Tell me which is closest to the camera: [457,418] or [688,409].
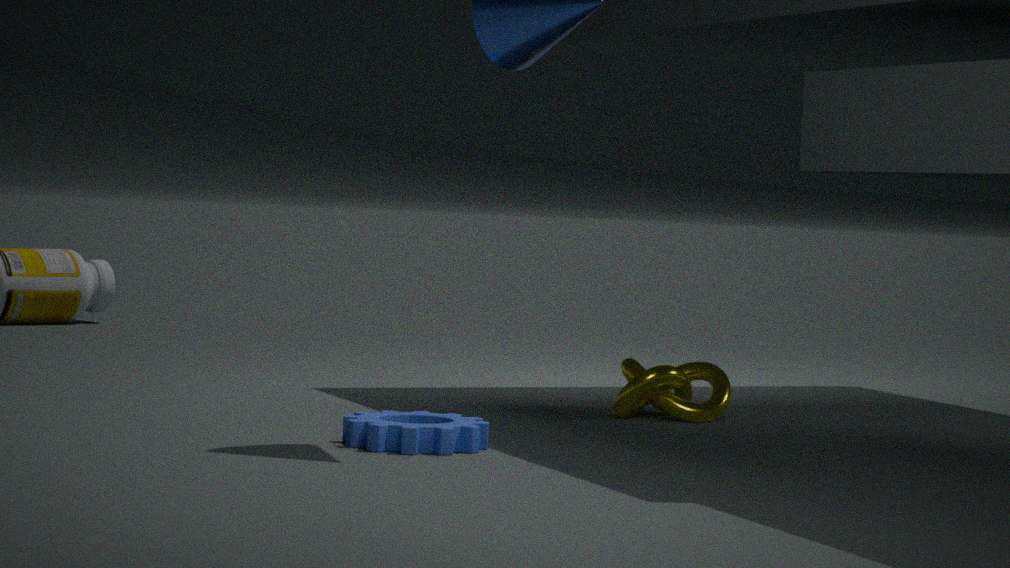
[457,418]
